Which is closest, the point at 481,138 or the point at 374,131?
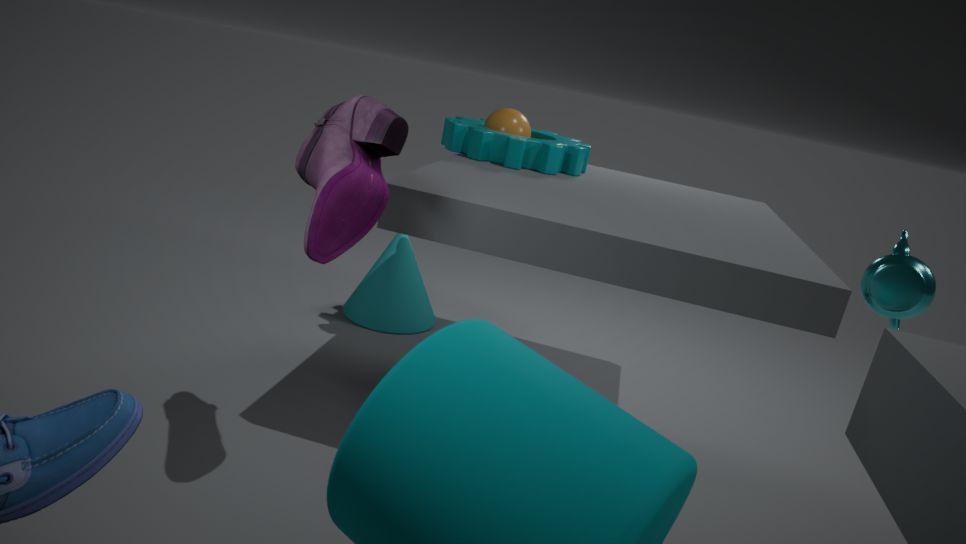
A: the point at 374,131
